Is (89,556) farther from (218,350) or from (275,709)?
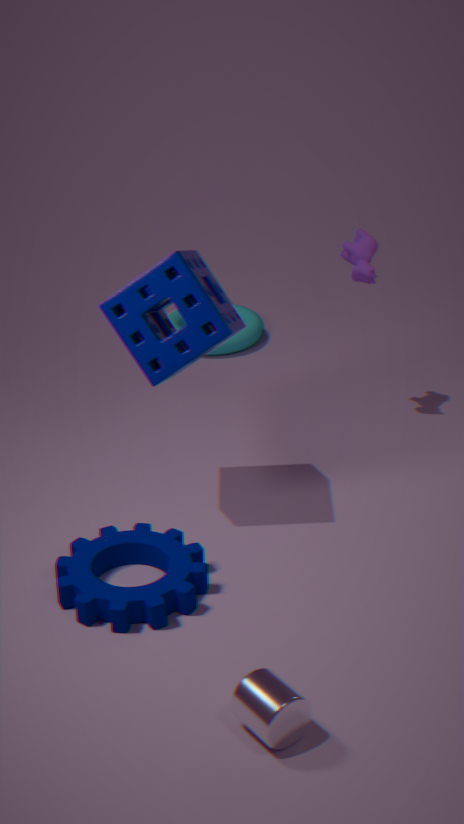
(218,350)
